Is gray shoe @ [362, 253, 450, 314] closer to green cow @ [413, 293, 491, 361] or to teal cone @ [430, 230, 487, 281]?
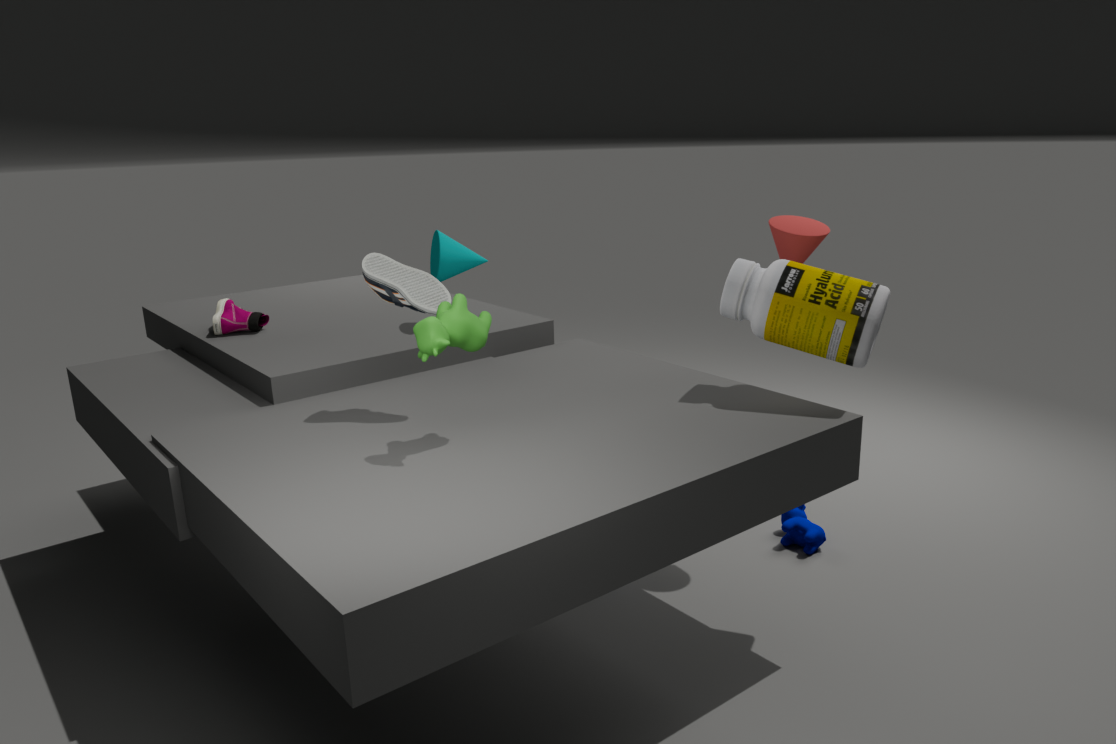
green cow @ [413, 293, 491, 361]
